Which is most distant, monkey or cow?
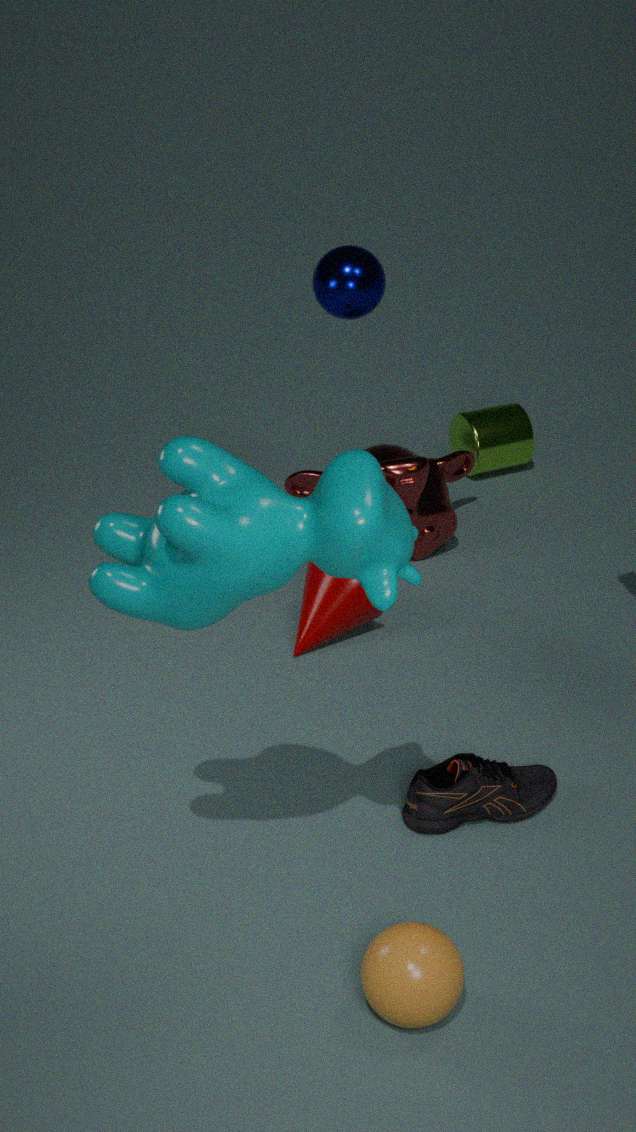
monkey
